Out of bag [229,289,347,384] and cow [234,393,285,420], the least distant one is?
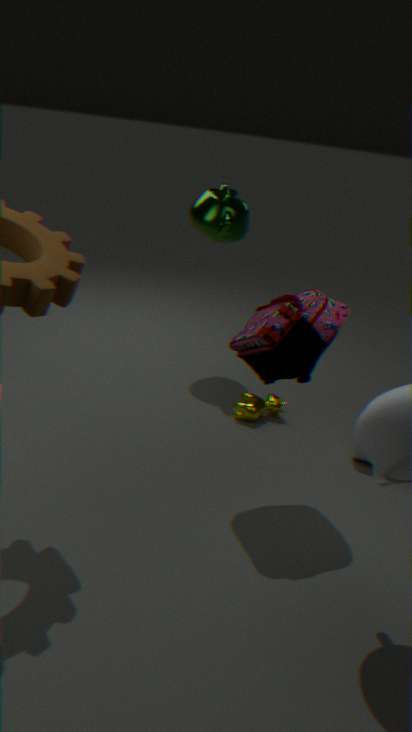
bag [229,289,347,384]
